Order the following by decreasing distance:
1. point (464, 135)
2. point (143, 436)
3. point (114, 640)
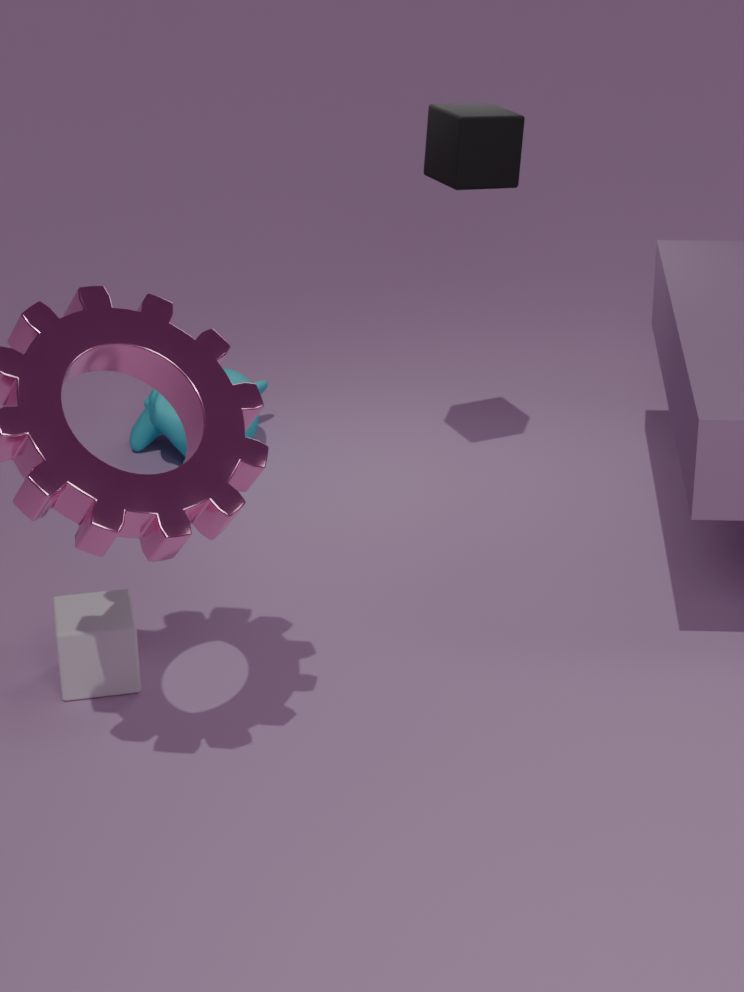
point (143, 436) < point (464, 135) < point (114, 640)
